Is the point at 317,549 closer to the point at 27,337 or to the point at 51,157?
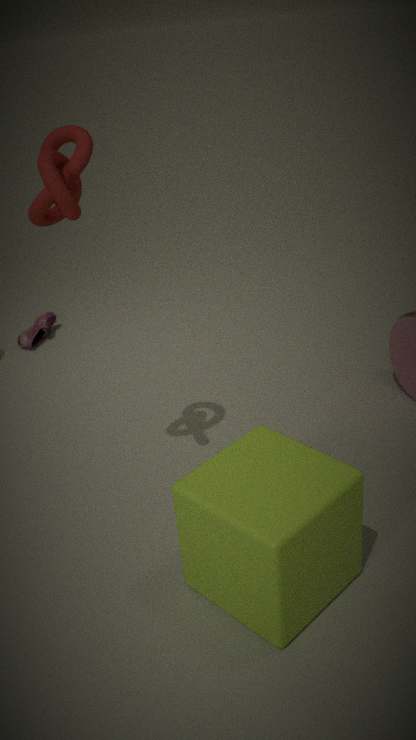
the point at 51,157
